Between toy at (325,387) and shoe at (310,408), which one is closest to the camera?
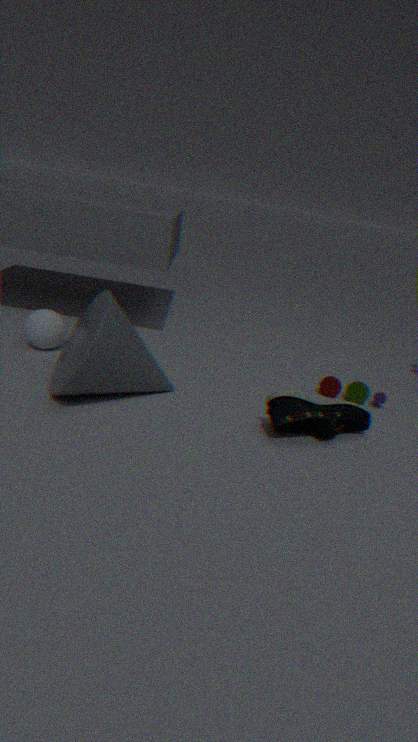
shoe at (310,408)
